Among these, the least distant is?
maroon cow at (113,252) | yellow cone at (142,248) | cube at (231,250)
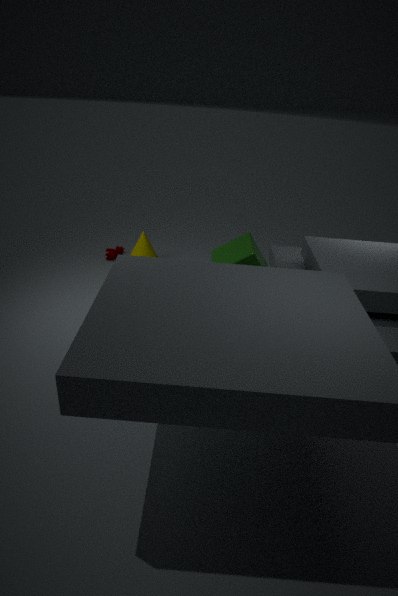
cube at (231,250)
